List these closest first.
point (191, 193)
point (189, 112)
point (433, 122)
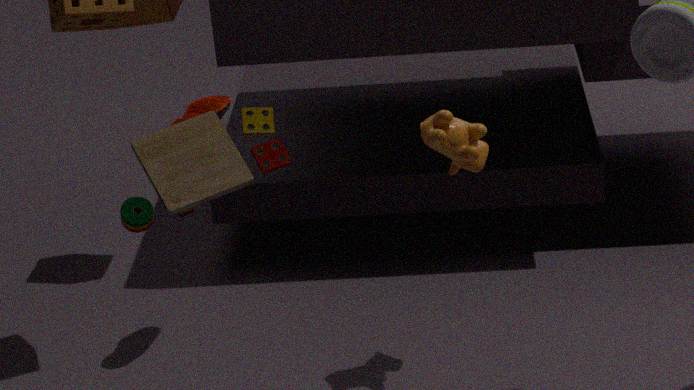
point (191, 193), point (433, 122), point (189, 112)
